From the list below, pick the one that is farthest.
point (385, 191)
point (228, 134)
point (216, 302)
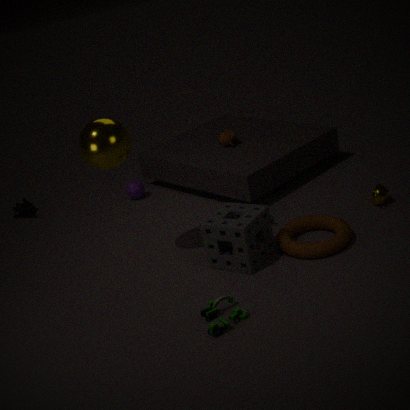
point (228, 134)
